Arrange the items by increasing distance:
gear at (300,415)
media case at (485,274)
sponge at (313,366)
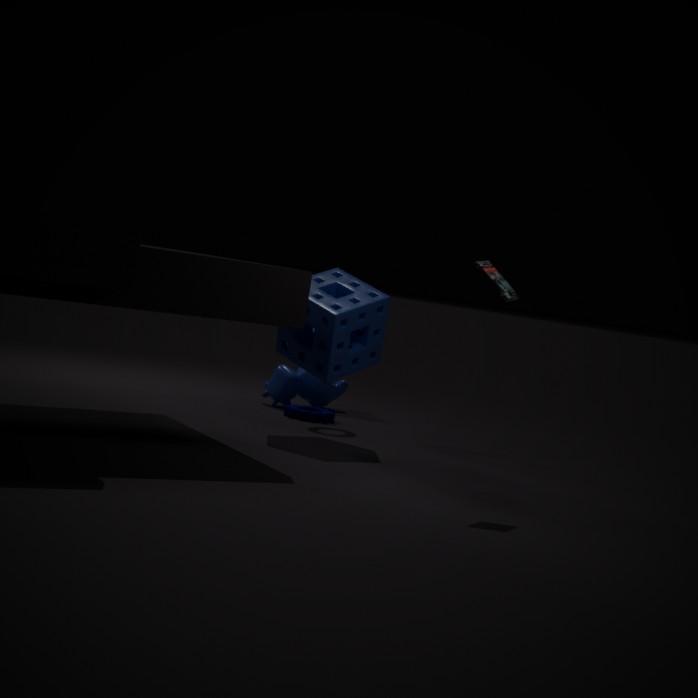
media case at (485,274) → sponge at (313,366) → gear at (300,415)
